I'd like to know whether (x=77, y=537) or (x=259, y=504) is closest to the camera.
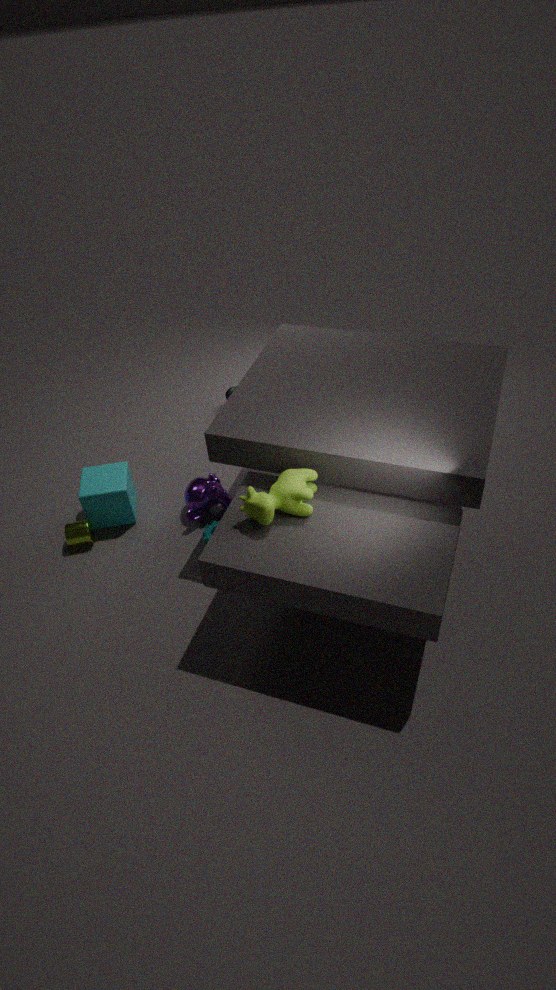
(x=259, y=504)
